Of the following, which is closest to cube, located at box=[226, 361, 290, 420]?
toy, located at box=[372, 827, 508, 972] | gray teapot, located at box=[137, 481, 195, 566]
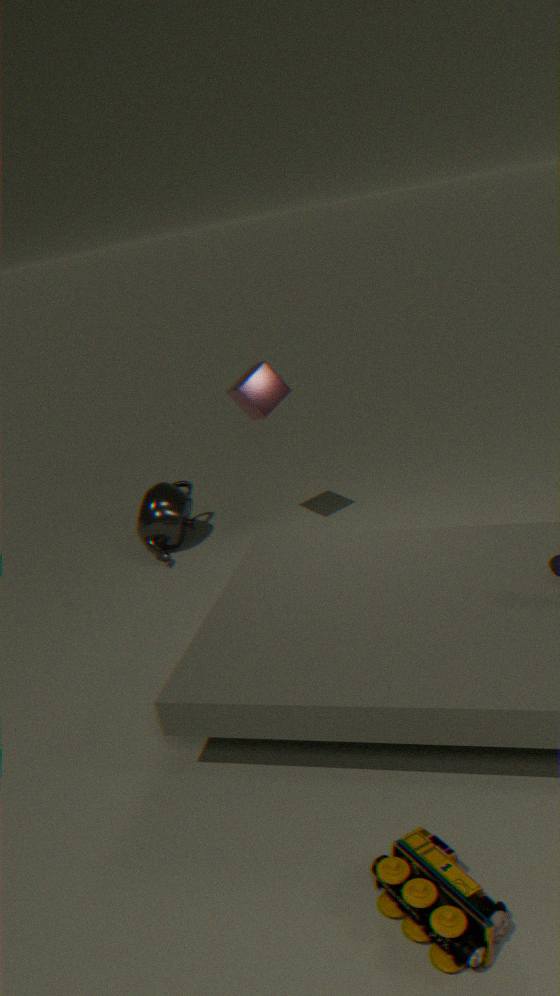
gray teapot, located at box=[137, 481, 195, 566]
